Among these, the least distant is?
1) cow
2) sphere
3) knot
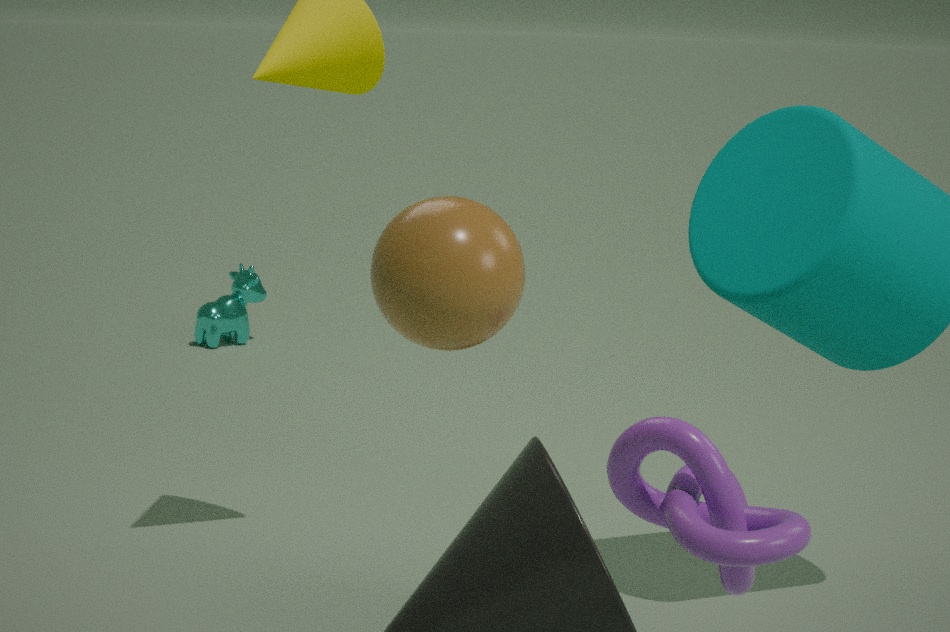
2. sphere
